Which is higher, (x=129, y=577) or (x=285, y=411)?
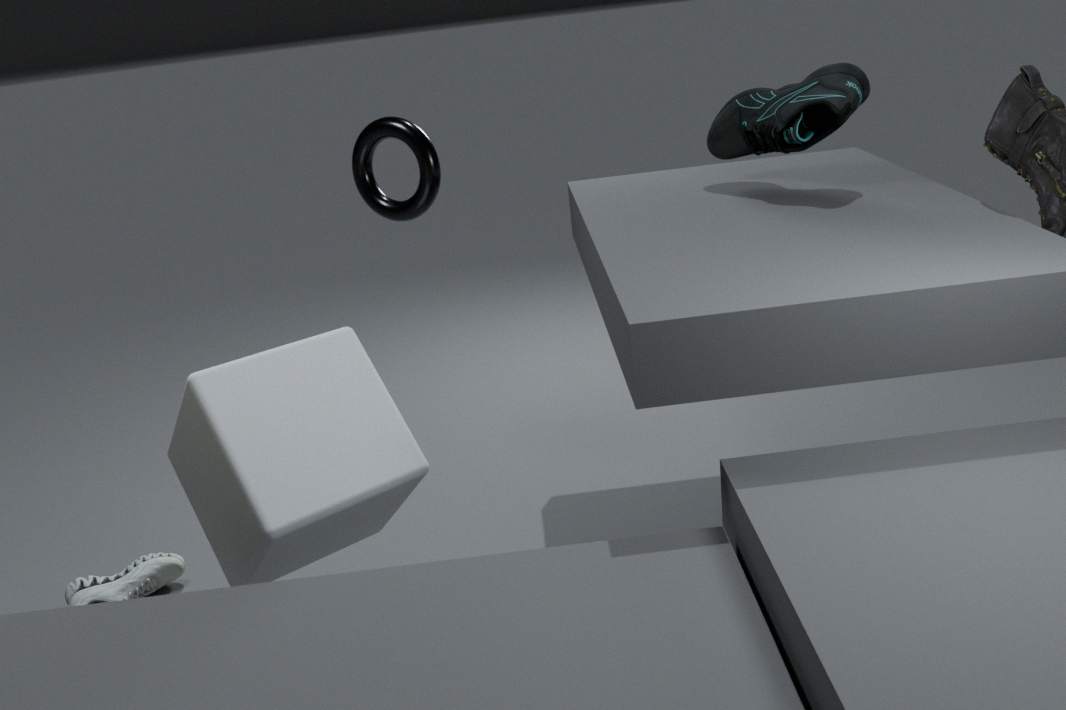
(x=285, y=411)
